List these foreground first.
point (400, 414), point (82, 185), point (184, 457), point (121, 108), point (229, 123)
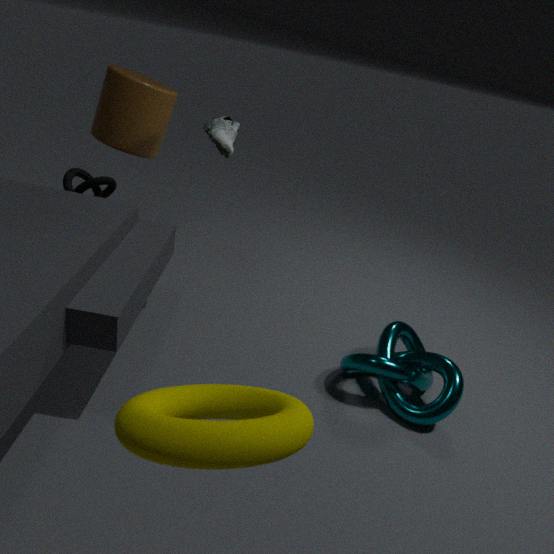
point (184, 457)
point (400, 414)
point (229, 123)
point (121, 108)
point (82, 185)
